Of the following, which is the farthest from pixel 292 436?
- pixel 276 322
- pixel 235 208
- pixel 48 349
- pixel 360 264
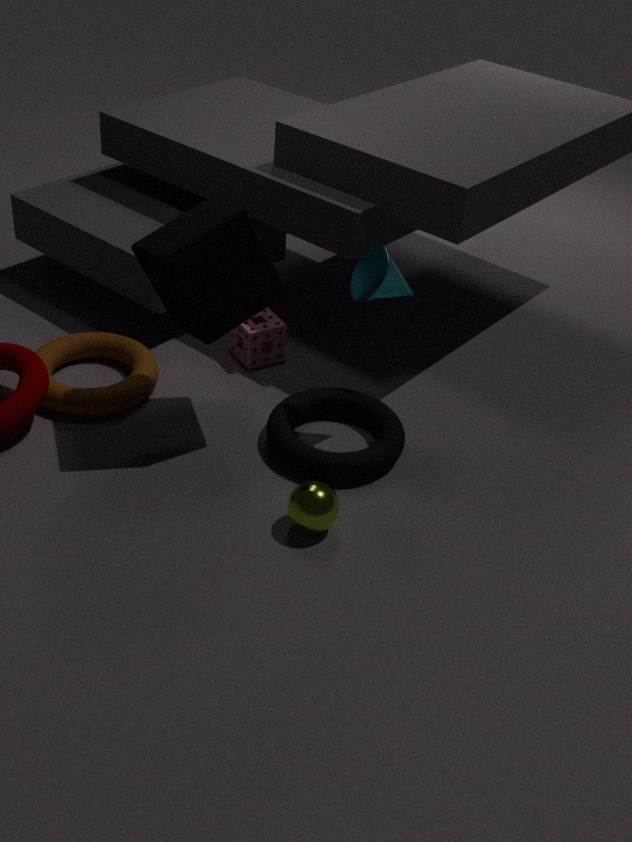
pixel 48 349
